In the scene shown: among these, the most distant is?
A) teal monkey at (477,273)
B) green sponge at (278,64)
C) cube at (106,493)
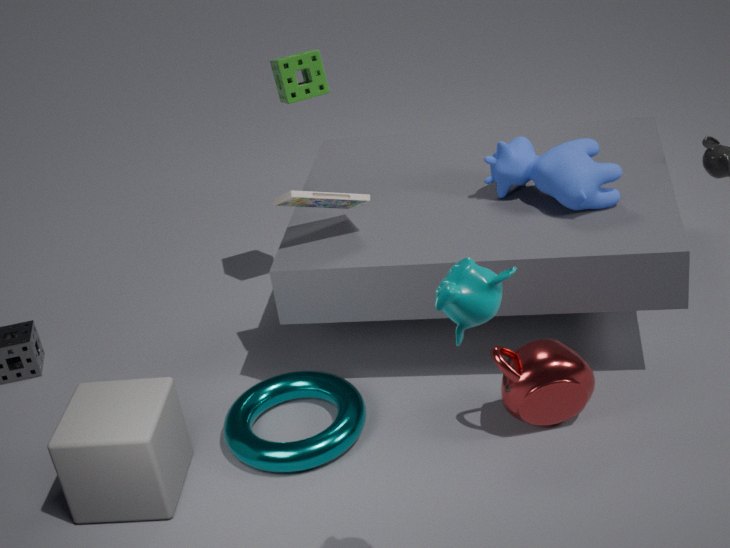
green sponge at (278,64)
